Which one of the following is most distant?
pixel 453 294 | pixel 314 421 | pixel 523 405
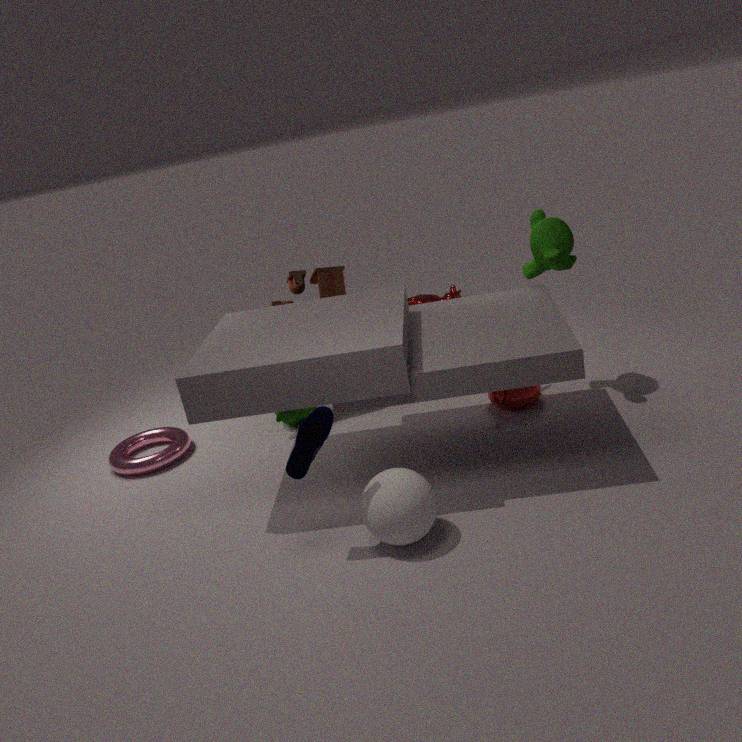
pixel 453 294
